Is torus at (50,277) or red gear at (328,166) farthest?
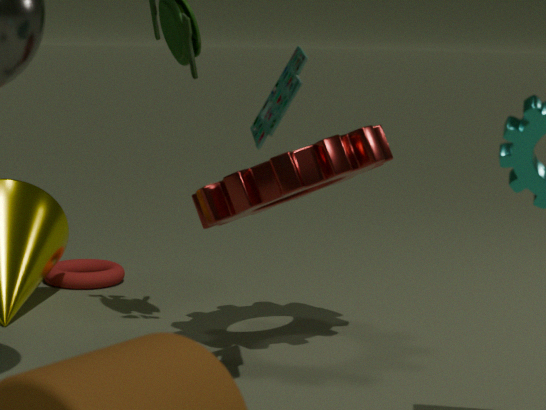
torus at (50,277)
